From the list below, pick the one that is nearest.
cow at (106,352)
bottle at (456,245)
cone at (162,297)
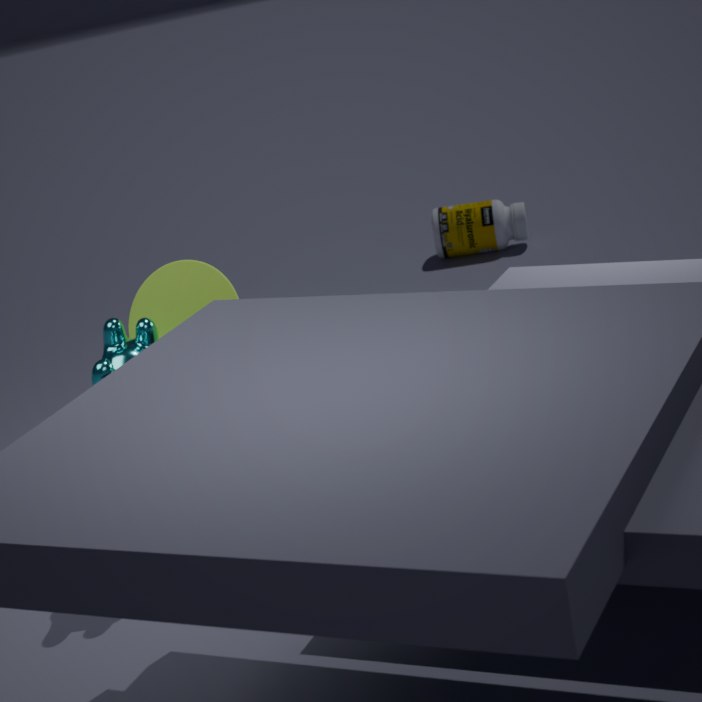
cow at (106,352)
